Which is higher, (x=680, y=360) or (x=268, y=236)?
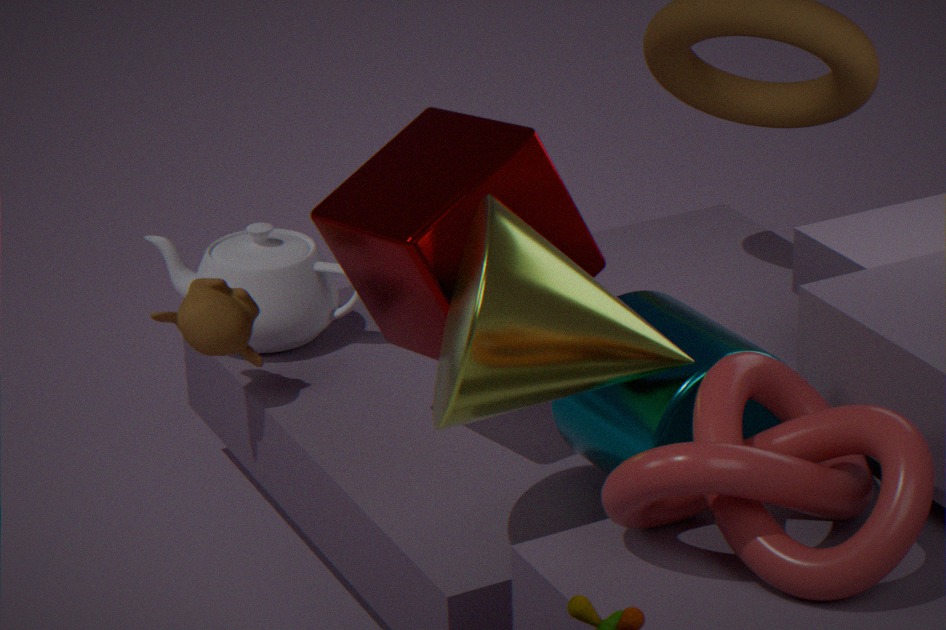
(x=680, y=360)
